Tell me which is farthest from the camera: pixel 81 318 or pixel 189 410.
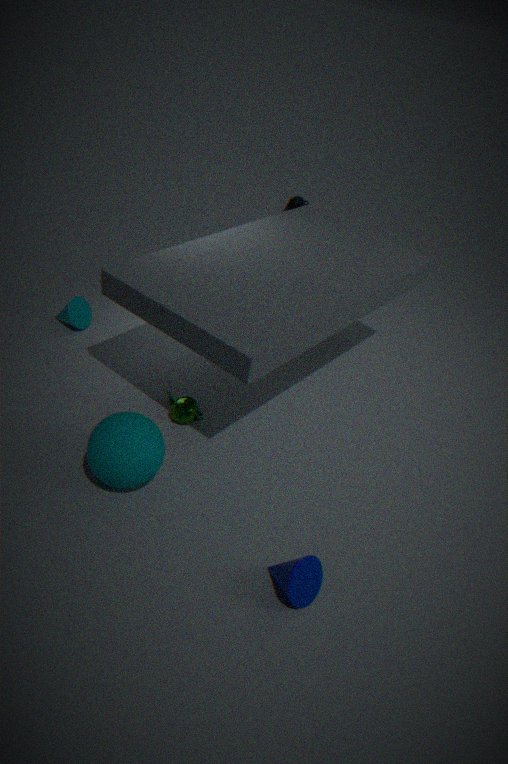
pixel 81 318
